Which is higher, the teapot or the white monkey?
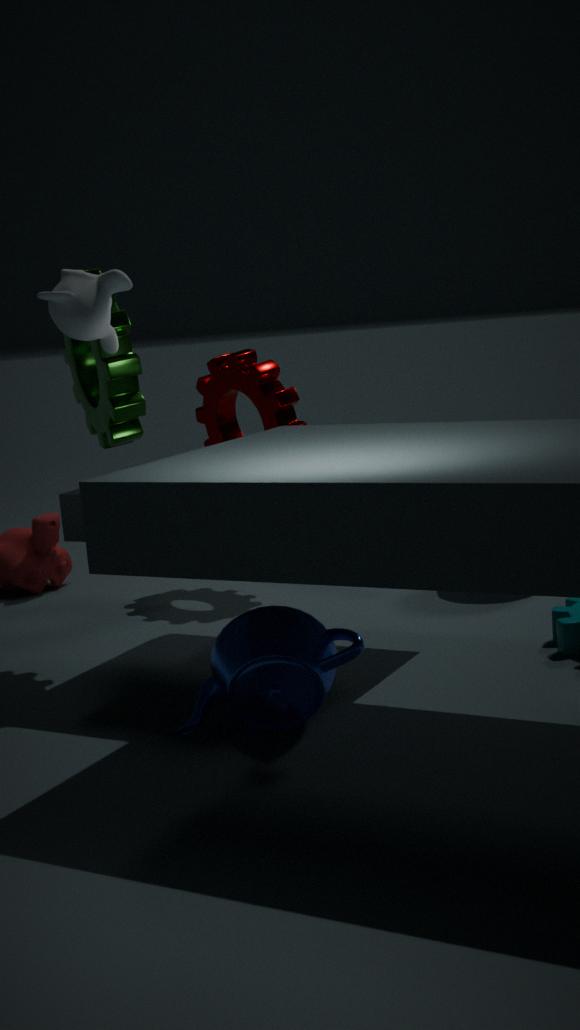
the white monkey
